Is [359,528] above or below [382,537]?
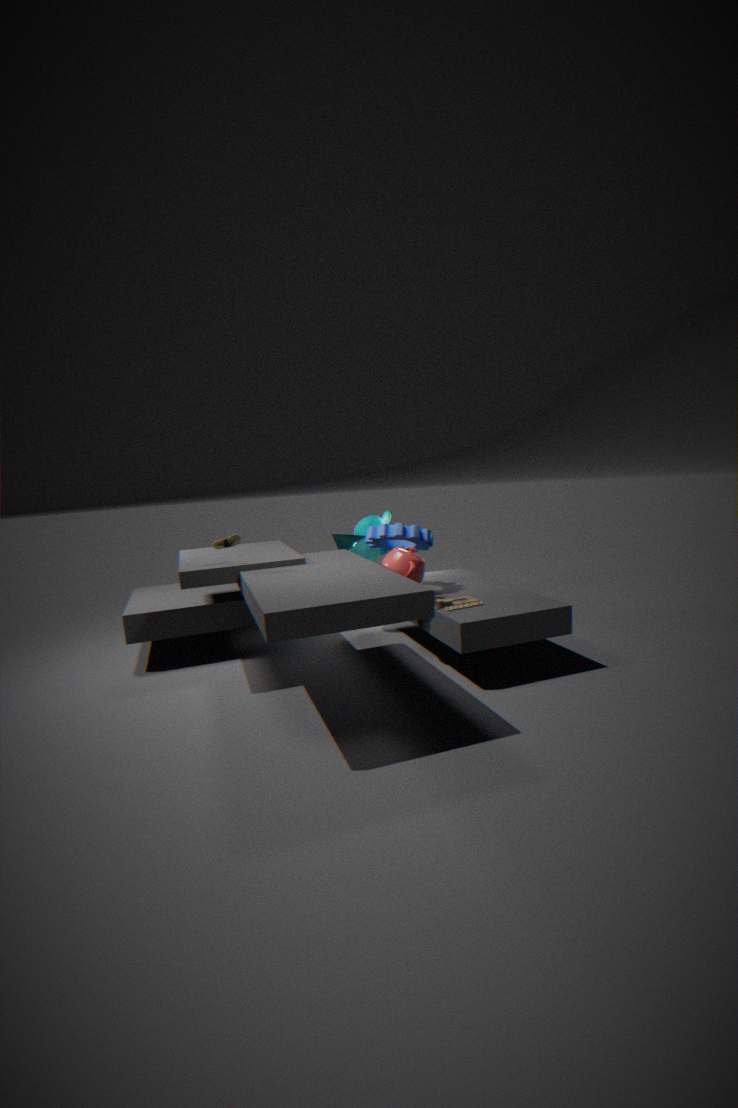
below
